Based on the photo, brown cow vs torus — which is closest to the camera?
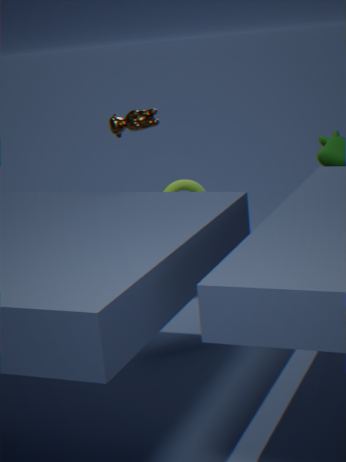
brown cow
